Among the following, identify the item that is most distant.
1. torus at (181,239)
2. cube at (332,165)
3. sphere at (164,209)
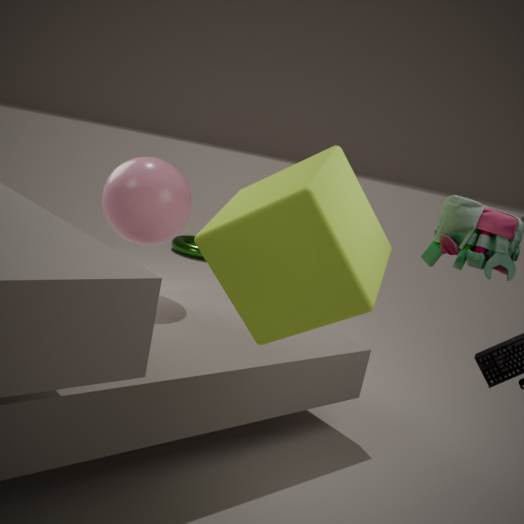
torus at (181,239)
